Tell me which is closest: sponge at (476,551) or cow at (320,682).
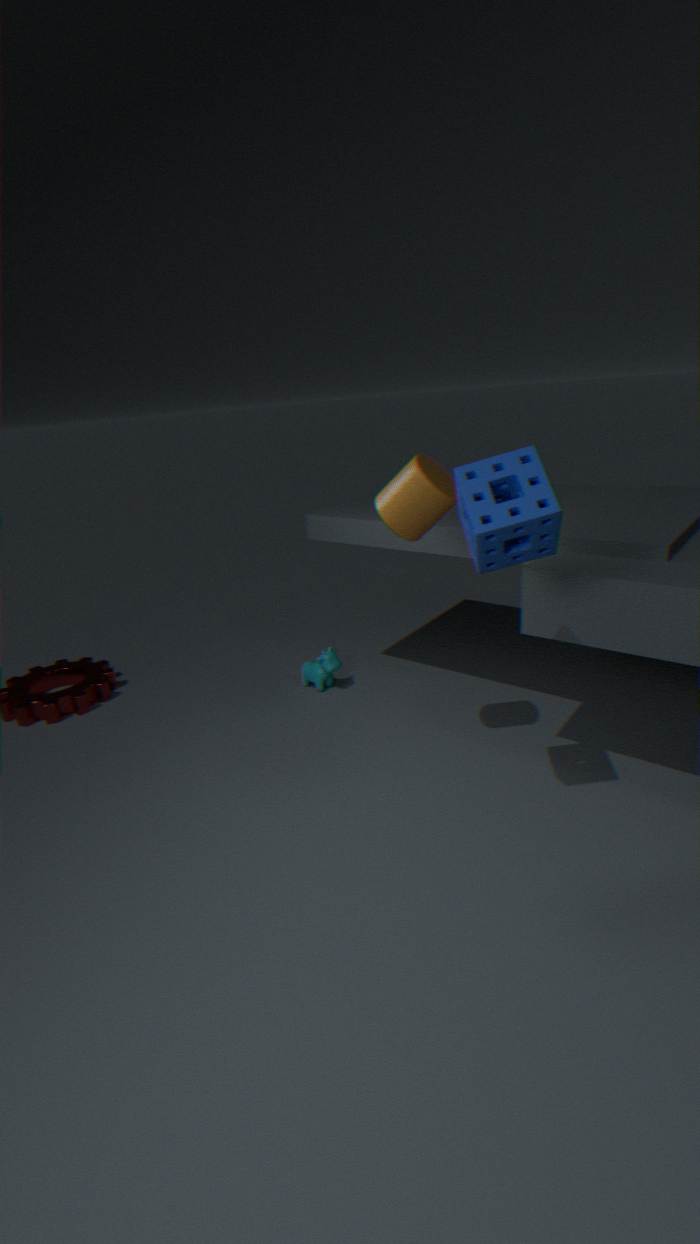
sponge at (476,551)
